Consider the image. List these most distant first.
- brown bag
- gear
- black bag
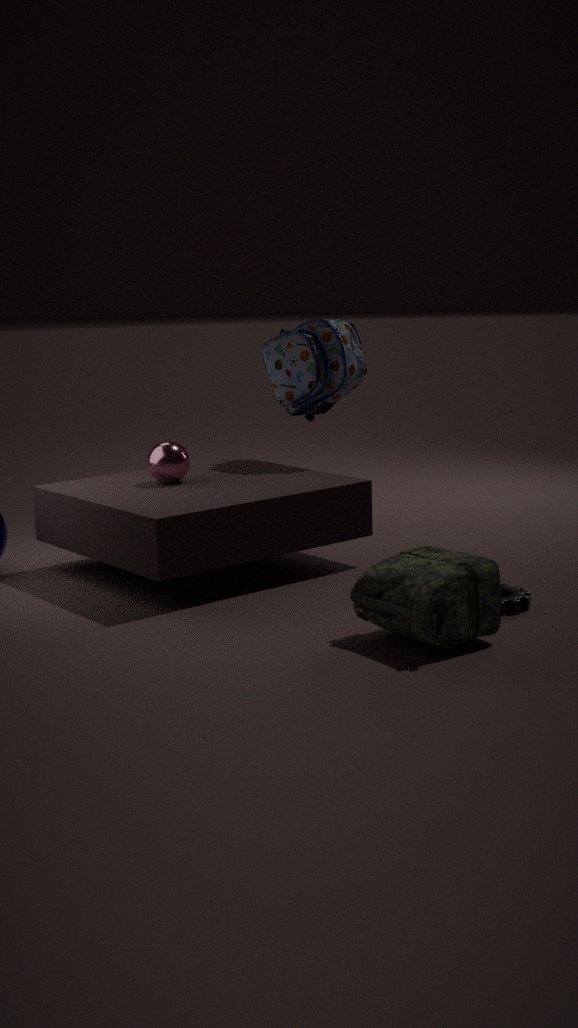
black bag
gear
brown bag
